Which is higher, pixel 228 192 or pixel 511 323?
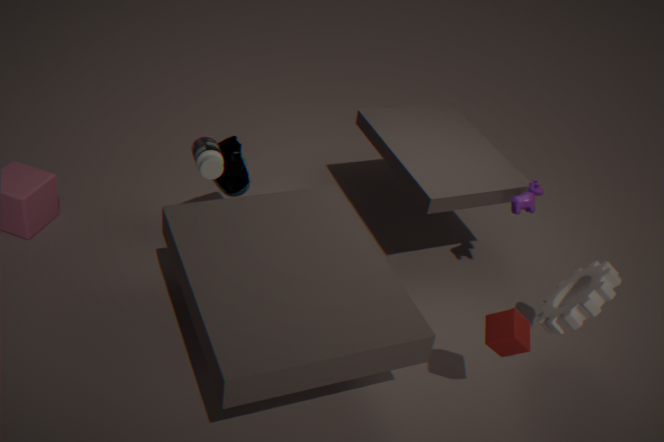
pixel 511 323
